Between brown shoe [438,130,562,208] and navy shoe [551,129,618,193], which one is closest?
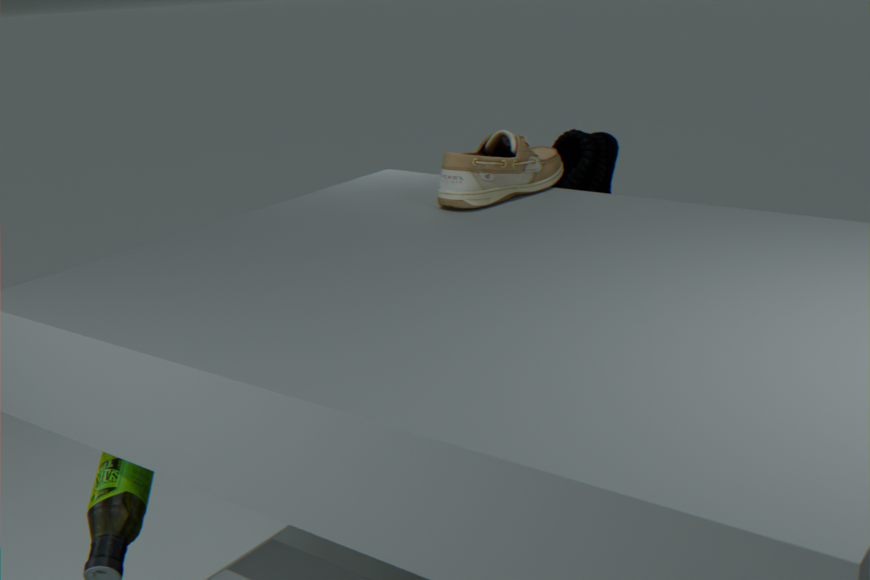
brown shoe [438,130,562,208]
